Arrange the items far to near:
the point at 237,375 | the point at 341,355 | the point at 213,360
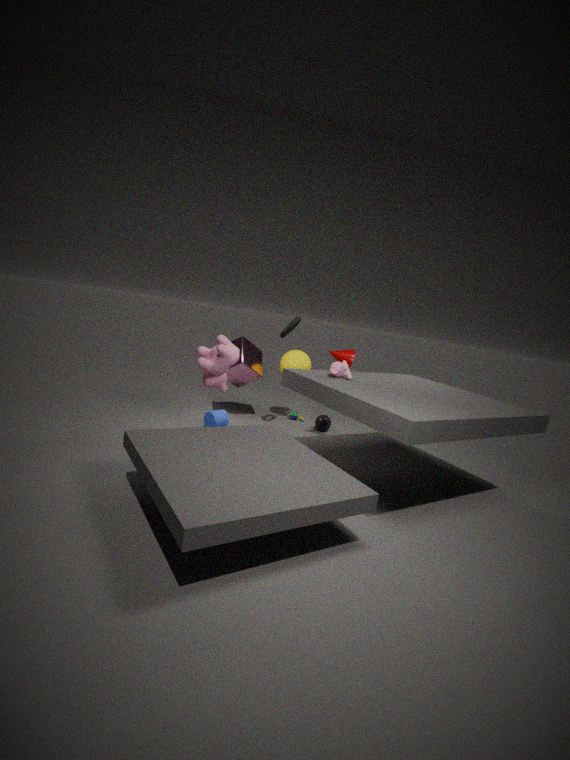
the point at 237,375, the point at 341,355, the point at 213,360
